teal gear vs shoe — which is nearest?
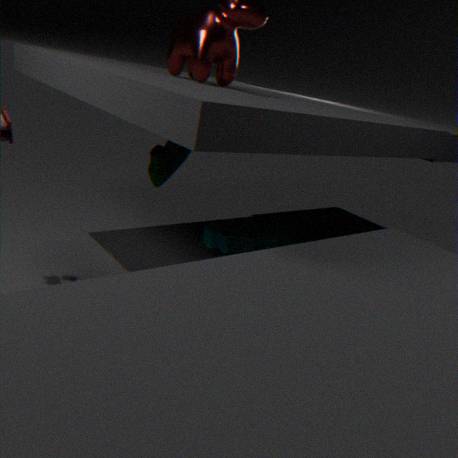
shoe
